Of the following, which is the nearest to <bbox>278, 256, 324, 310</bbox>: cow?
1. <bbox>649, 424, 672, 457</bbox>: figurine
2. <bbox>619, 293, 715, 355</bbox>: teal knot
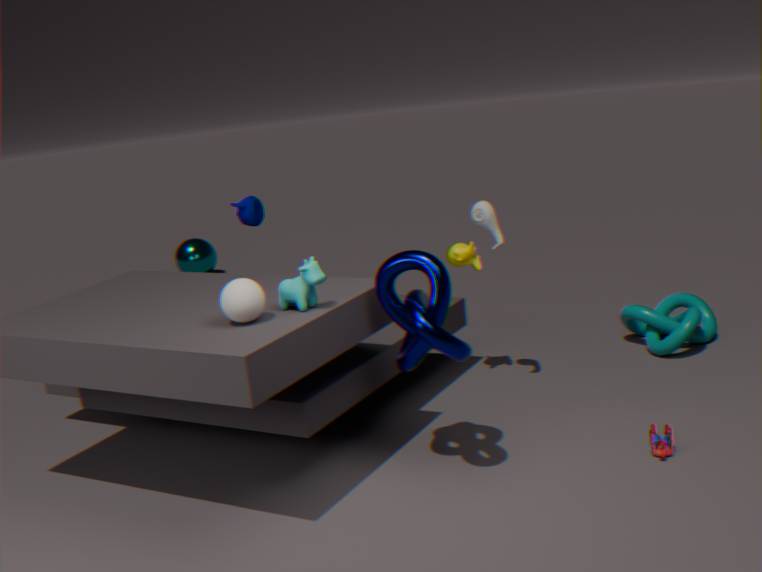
<bbox>649, 424, 672, 457</bbox>: figurine
